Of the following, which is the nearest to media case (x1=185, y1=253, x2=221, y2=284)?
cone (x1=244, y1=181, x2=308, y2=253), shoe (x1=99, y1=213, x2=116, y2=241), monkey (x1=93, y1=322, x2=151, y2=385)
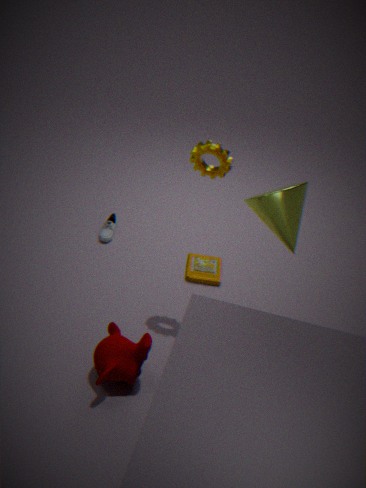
shoe (x1=99, y1=213, x2=116, y2=241)
